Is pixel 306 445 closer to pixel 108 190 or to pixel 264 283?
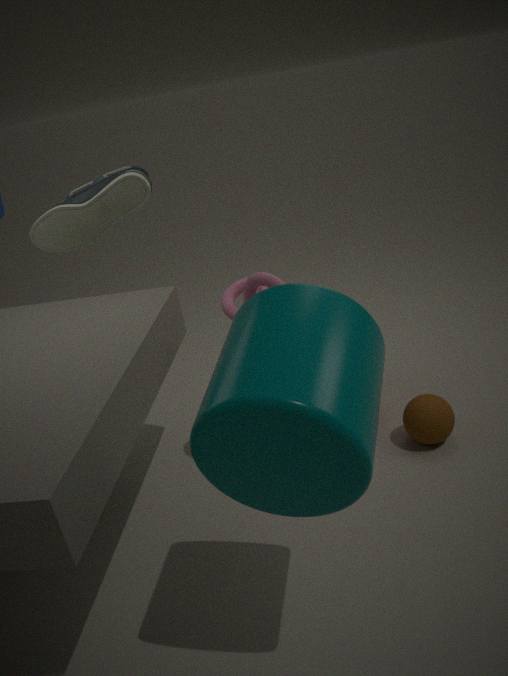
pixel 264 283
